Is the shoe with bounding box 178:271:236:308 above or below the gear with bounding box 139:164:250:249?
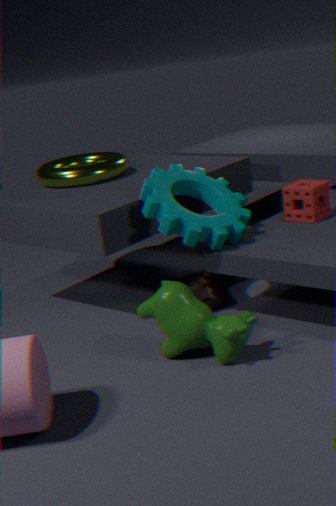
below
